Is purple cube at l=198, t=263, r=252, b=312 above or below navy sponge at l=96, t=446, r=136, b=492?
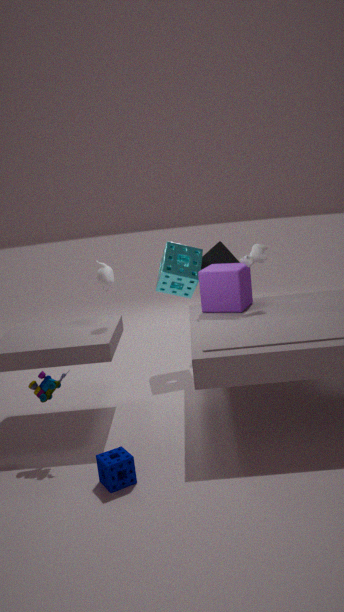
above
